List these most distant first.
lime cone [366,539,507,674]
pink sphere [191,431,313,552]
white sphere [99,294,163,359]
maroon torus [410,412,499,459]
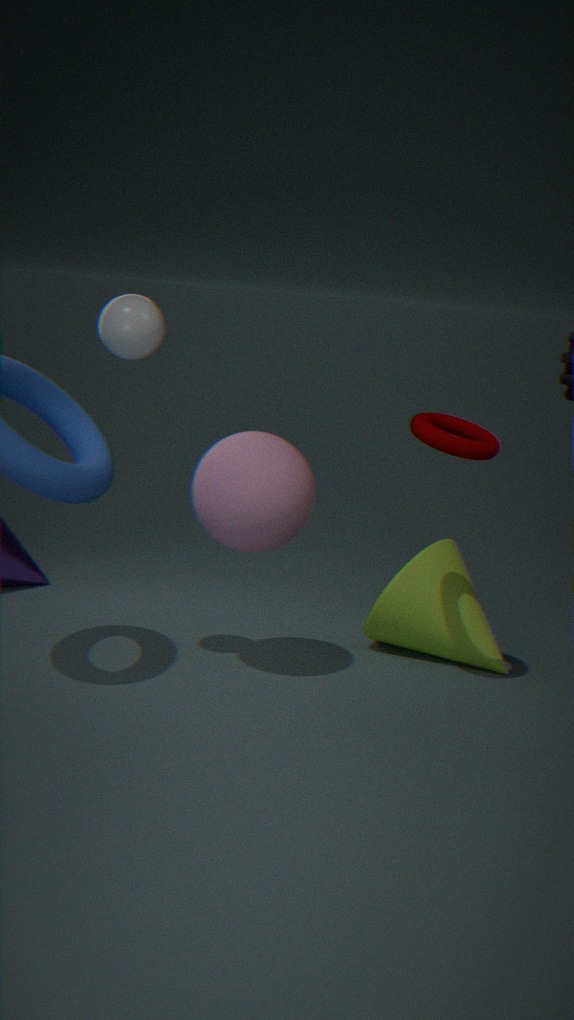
lime cone [366,539,507,674]
maroon torus [410,412,499,459]
pink sphere [191,431,313,552]
white sphere [99,294,163,359]
